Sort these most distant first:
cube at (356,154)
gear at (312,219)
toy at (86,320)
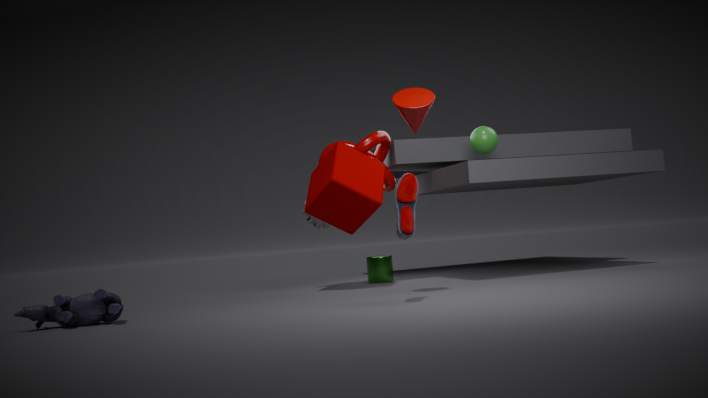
1. gear at (312,219)
2. cube at (356,154)
3. toy at (86,320)
